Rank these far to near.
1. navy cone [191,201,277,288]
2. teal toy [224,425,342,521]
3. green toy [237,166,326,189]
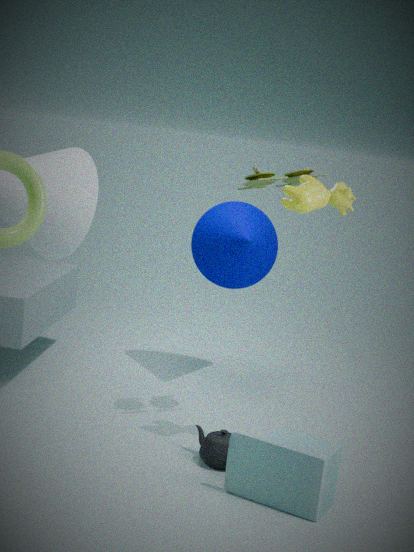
navy cone [191,201,277,288] → green toy [237,166,326,189] → teal toy [224,425,342,521]
